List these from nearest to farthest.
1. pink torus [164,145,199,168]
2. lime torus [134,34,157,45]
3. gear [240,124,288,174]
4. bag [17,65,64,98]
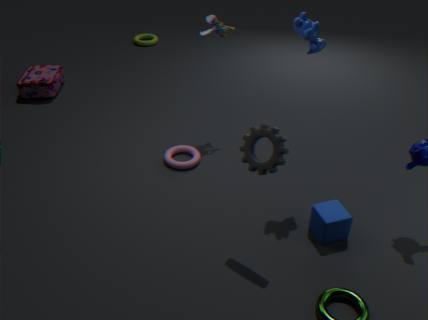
gear [240,124,288,174] → pink torus [164,145,199,168] → bag [17,65,64,98] → lime torus [134,34,157,45]
